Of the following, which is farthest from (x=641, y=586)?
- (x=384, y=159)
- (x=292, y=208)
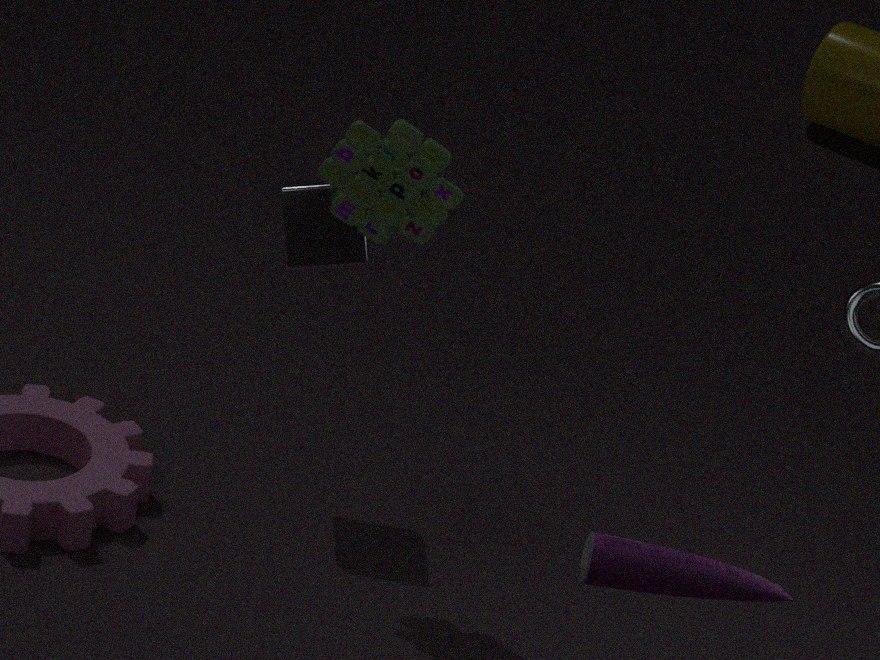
(x=292, y=208)
